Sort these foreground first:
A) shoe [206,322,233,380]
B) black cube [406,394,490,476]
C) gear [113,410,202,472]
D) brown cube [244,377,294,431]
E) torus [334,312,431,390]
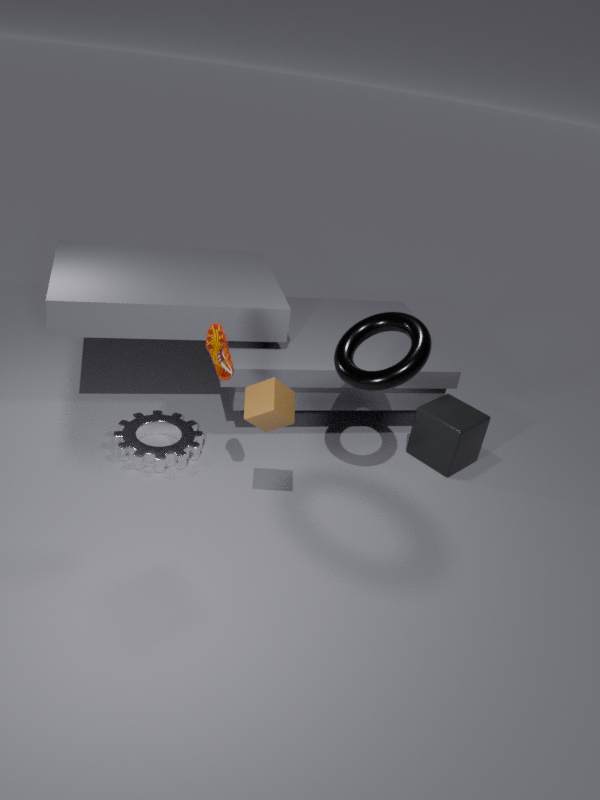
D. brown cube [244,377,294,431] → A. shoe [206,322,233,380] → E. torus [334,312,431,390] → C. gear [113,410,202,472] → B. black cube [406,394,490,476]
